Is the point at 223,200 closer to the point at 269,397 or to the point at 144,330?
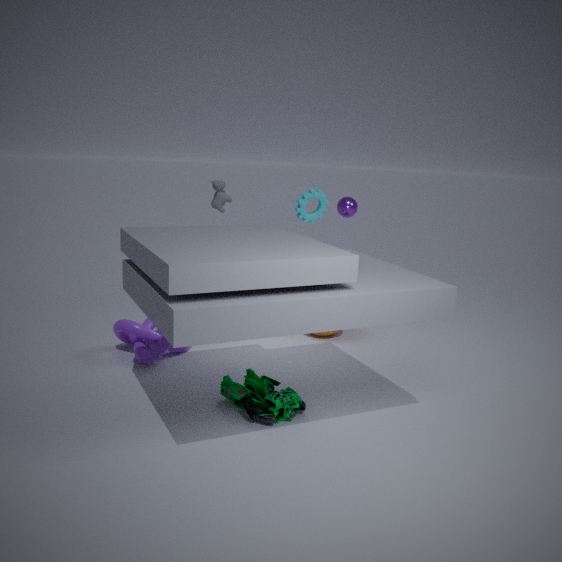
the point at 144,330
